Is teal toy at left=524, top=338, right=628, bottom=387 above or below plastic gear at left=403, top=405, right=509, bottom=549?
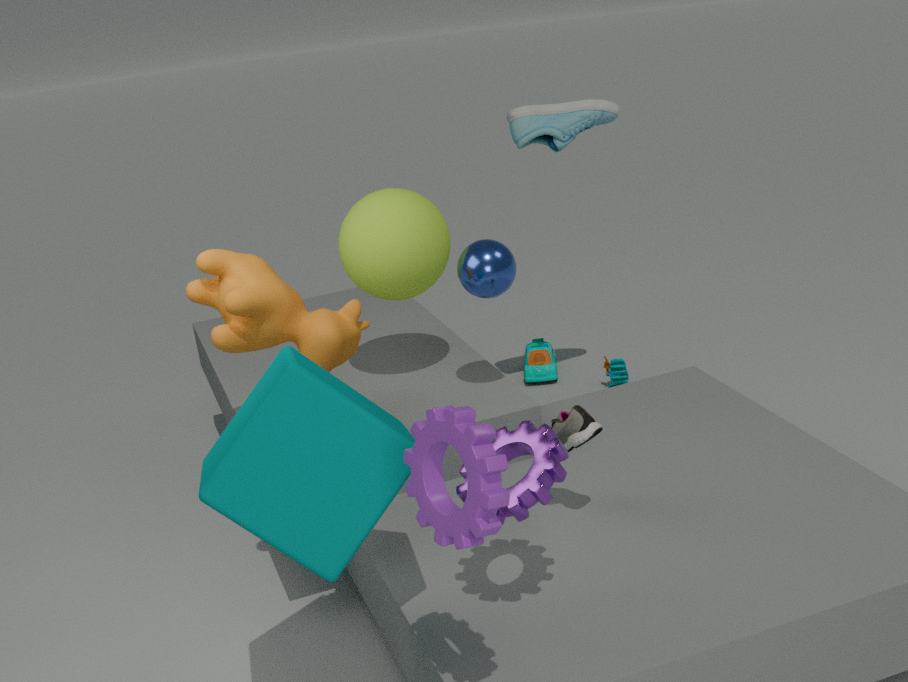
below
